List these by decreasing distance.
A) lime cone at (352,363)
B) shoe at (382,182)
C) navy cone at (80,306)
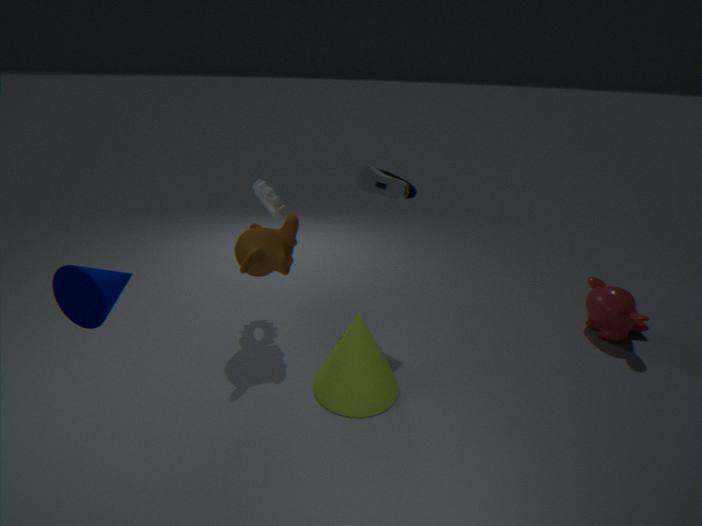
shoe at (382,182) → lime cone at (352,363) → navy cone at (80,306)
